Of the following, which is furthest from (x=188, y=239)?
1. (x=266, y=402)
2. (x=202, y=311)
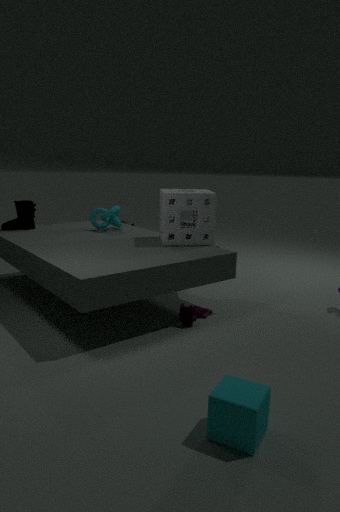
(x=266, y=402)
